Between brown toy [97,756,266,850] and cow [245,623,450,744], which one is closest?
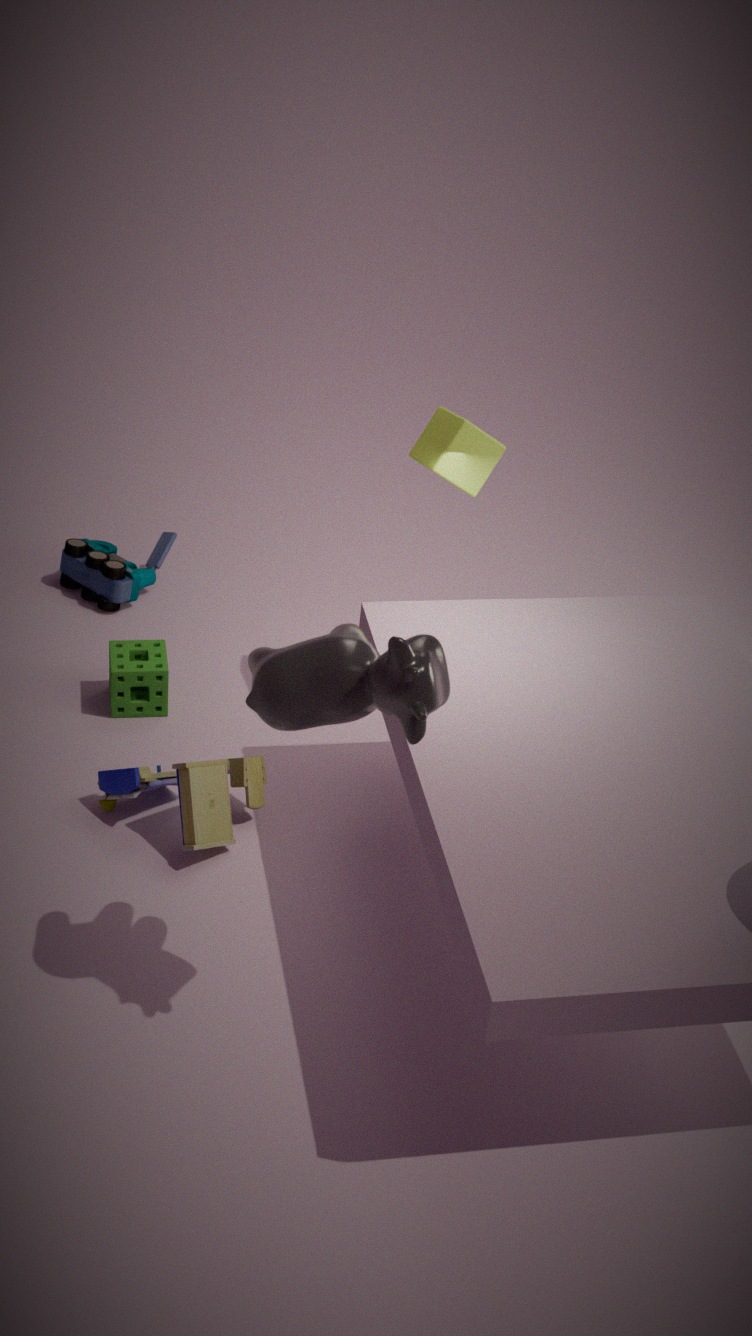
cow [245,623,450,744]
